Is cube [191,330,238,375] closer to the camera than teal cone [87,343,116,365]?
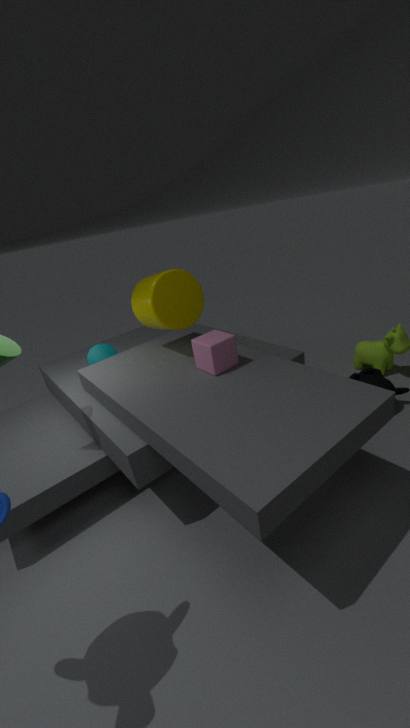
Yes
